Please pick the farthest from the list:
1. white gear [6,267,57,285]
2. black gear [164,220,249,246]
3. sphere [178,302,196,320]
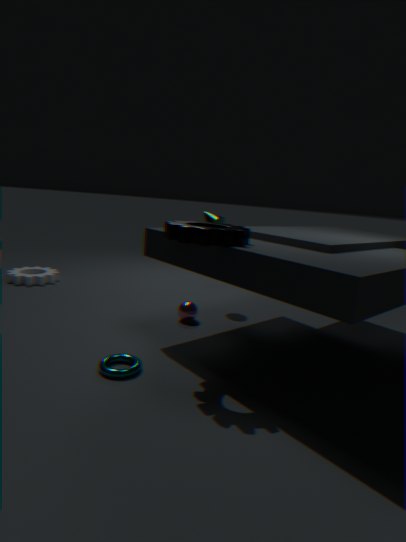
white gear [6,267,57,285]
